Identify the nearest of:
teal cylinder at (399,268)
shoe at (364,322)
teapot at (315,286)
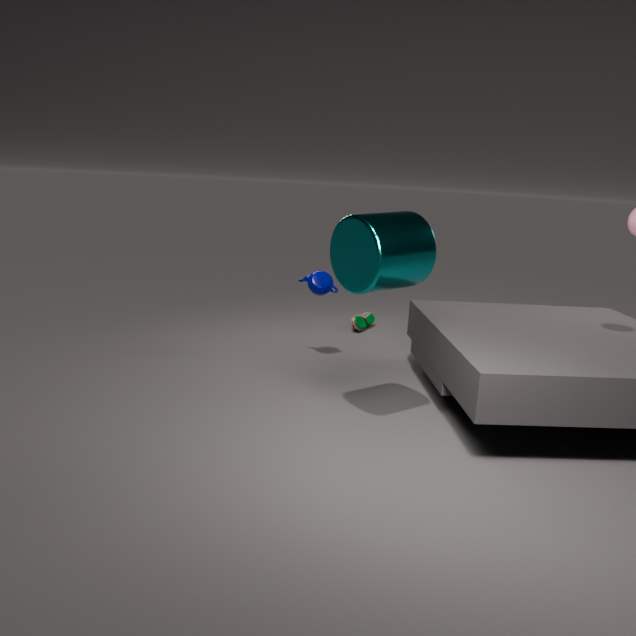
teal cylinder at (399,268)
